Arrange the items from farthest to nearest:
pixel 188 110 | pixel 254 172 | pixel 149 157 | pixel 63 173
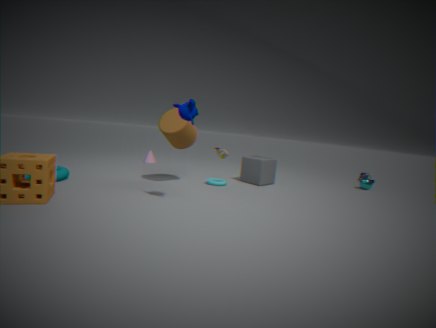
pixel 149 157, pixel 254 172, pixel 63 173, pixel 188 110
